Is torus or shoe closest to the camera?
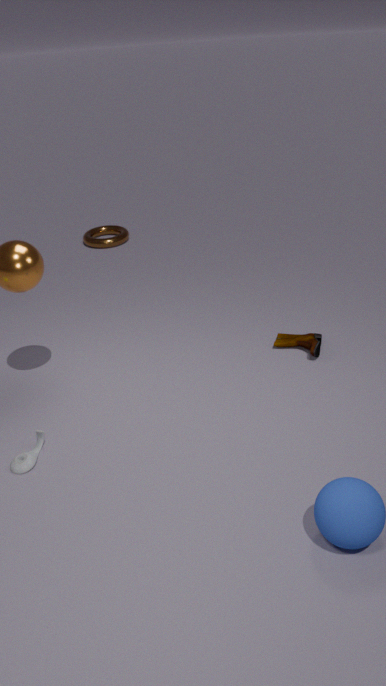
shoe
